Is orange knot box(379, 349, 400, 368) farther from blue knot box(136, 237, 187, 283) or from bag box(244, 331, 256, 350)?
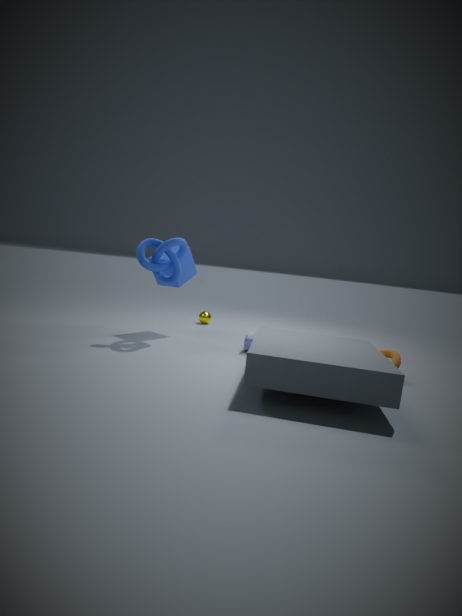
blue knot box(136, 237, 187, 283)
